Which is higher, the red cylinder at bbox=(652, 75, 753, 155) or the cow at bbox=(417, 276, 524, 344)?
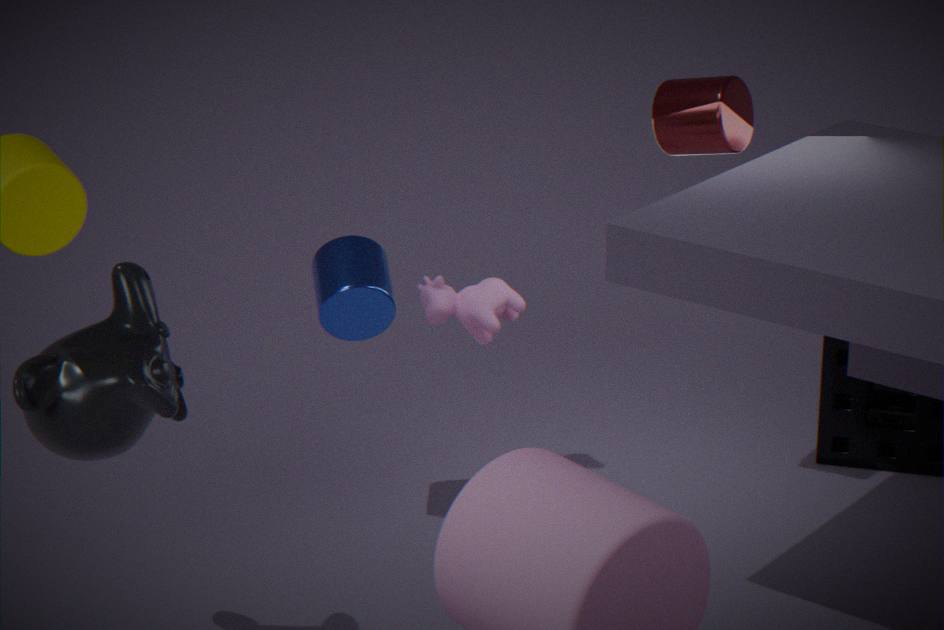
the red cylinder at bbox=(652, 75, 753, 155)
